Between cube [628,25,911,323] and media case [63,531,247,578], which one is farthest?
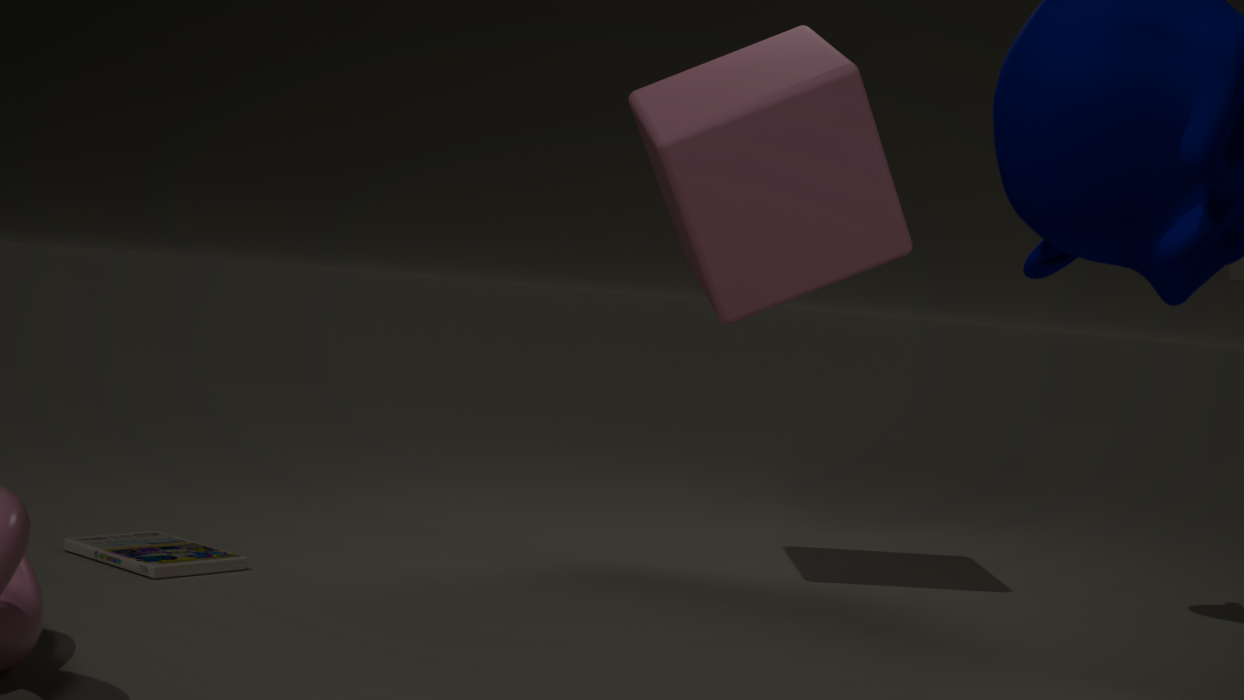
cube [628,25,911,323]
